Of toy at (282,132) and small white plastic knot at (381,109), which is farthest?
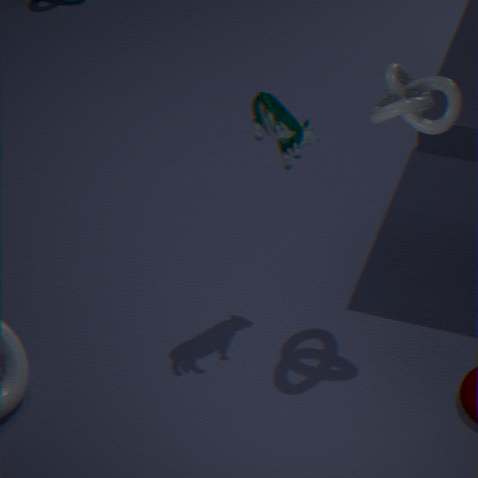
toy at (282,132)
